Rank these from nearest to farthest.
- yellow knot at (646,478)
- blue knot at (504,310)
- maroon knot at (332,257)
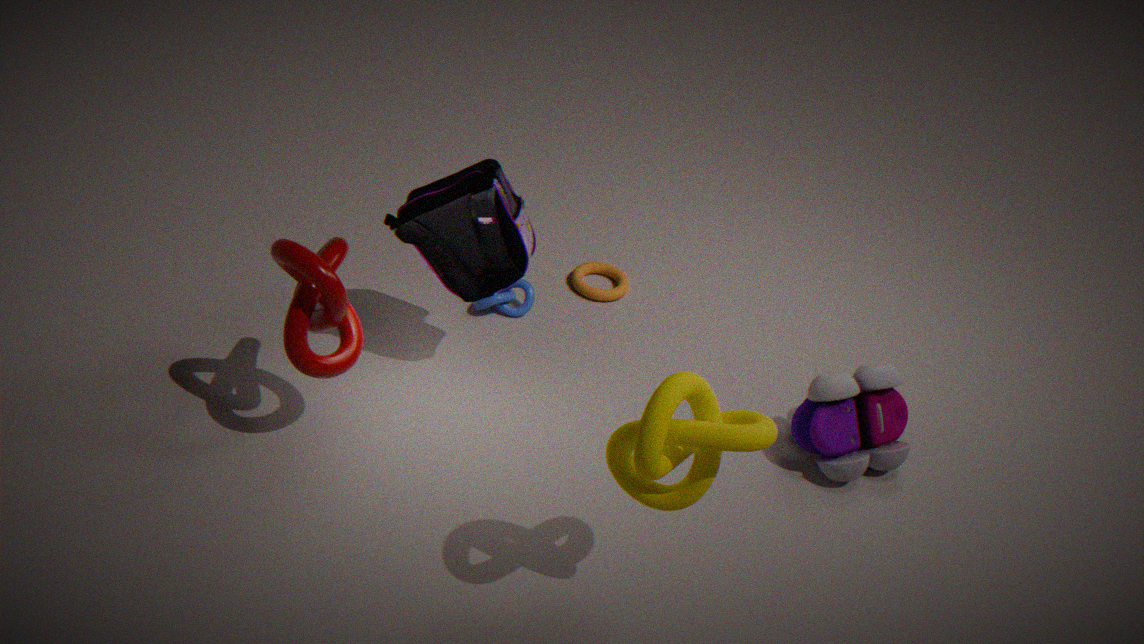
yellow knot at (646,478)
maroon knot at (332,257)
blue knot at (504,310)
